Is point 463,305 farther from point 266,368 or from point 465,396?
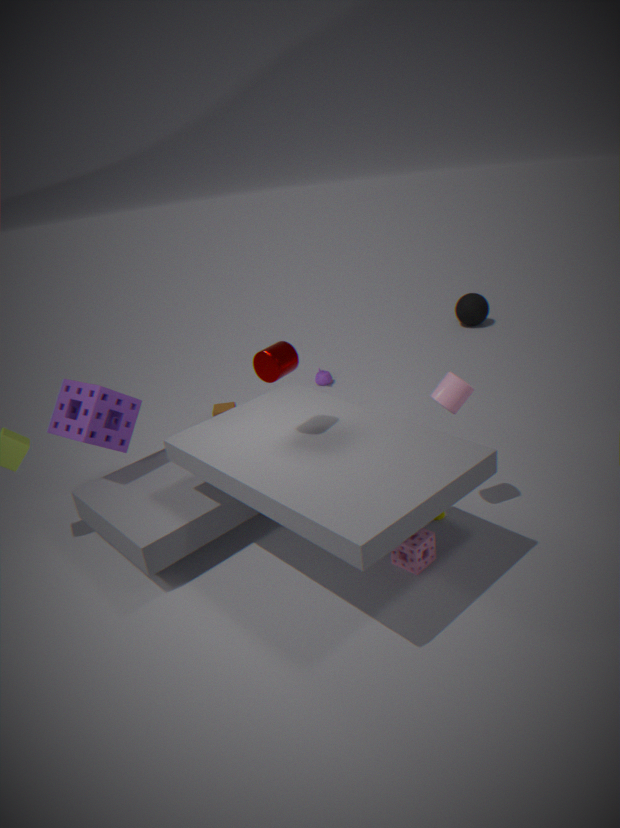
point 266,368
